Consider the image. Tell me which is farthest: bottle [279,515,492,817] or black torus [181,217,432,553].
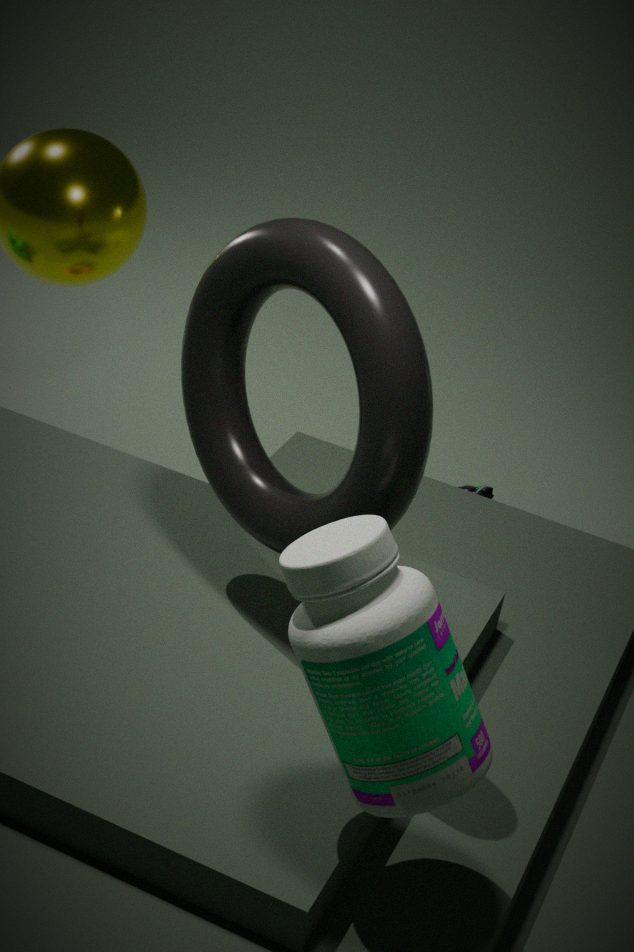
black torus [181,217,432,553]
